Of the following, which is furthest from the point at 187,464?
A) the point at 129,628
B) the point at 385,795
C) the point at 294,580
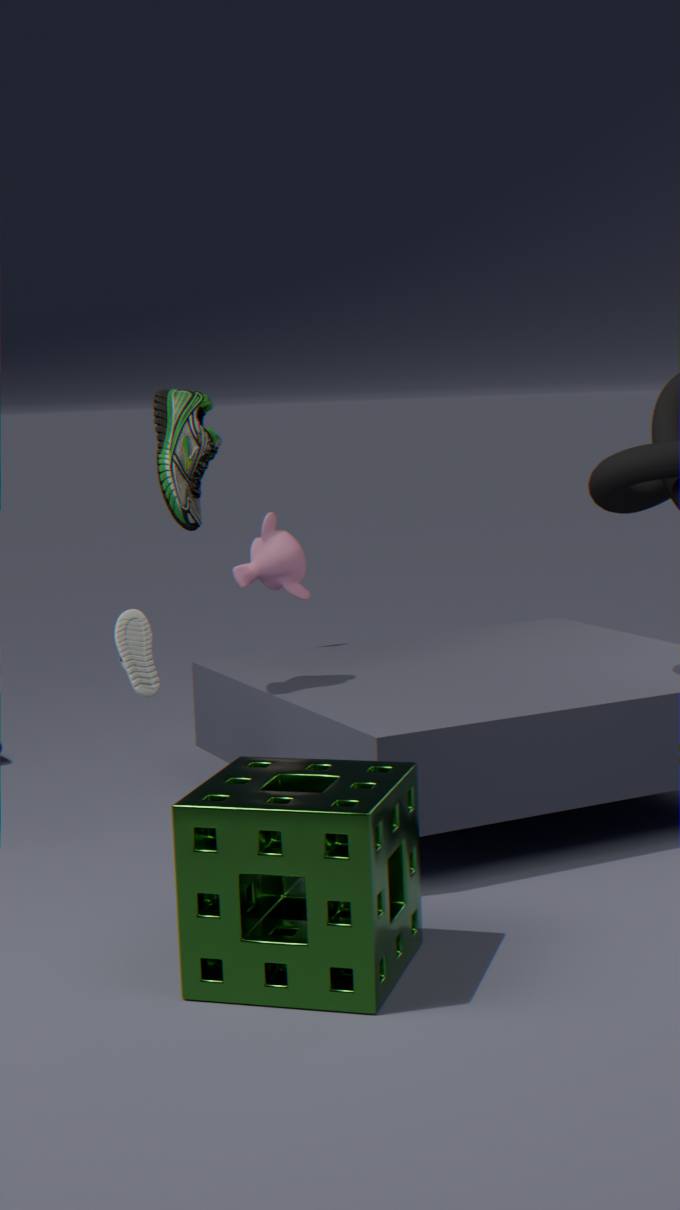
the point at 385,795
